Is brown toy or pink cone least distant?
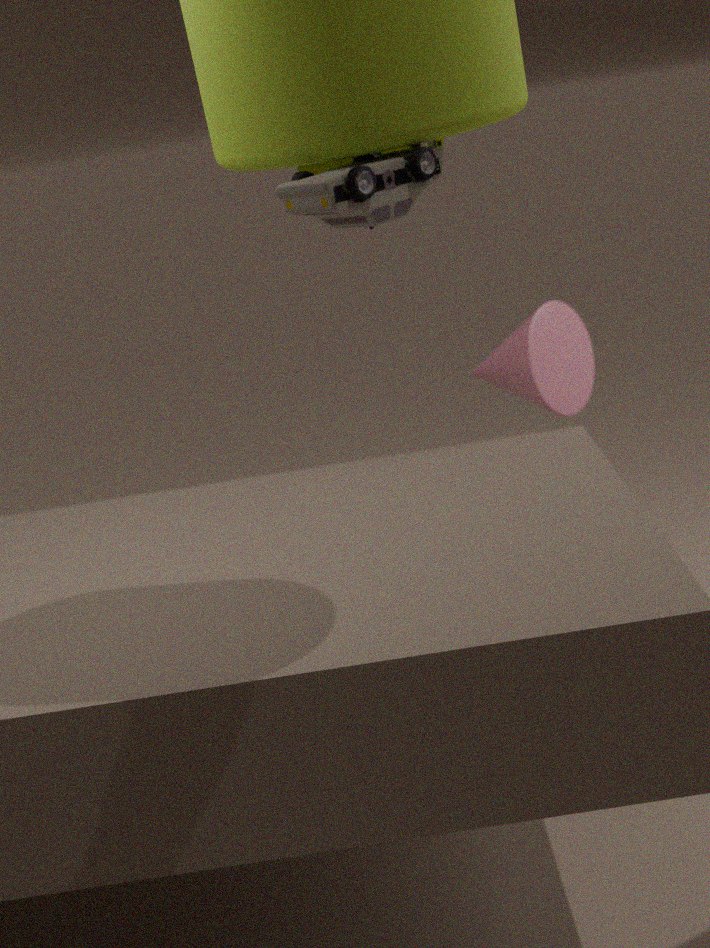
brown toy
